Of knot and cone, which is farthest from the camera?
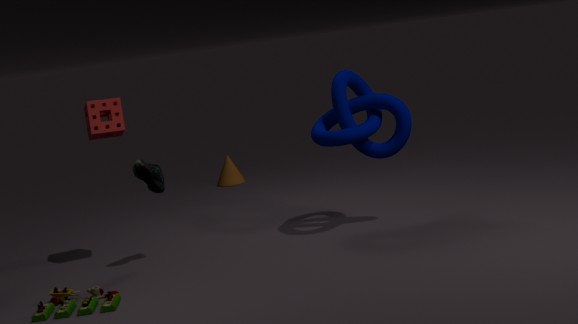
cone
